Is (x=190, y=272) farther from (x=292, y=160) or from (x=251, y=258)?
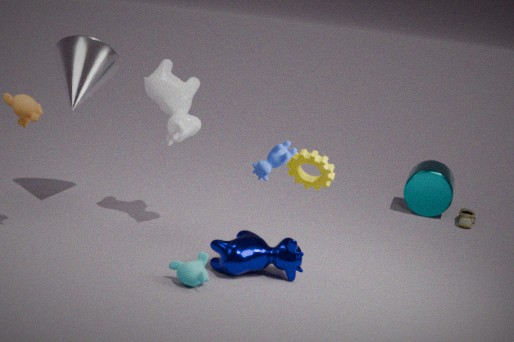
(x=292, y=160)
